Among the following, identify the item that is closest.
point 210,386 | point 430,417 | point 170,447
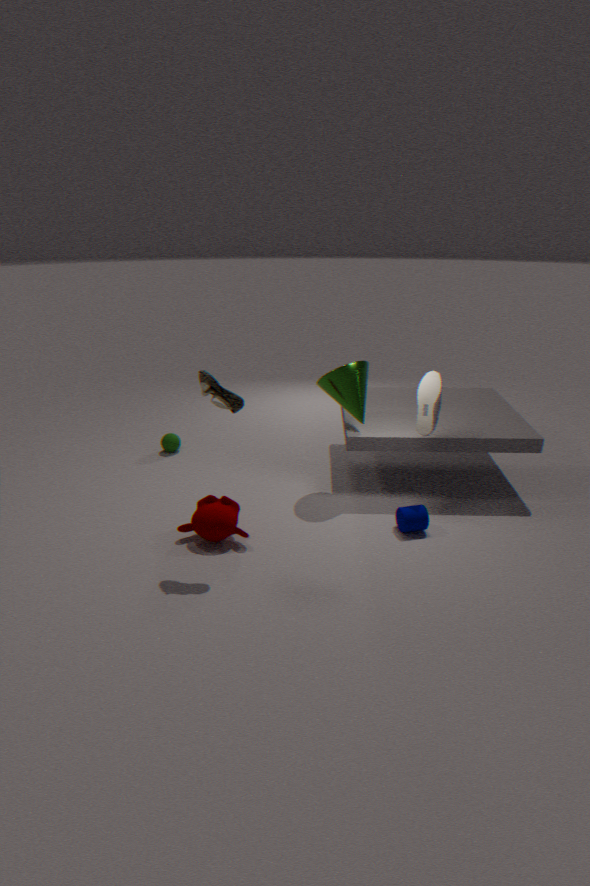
point 210,386
